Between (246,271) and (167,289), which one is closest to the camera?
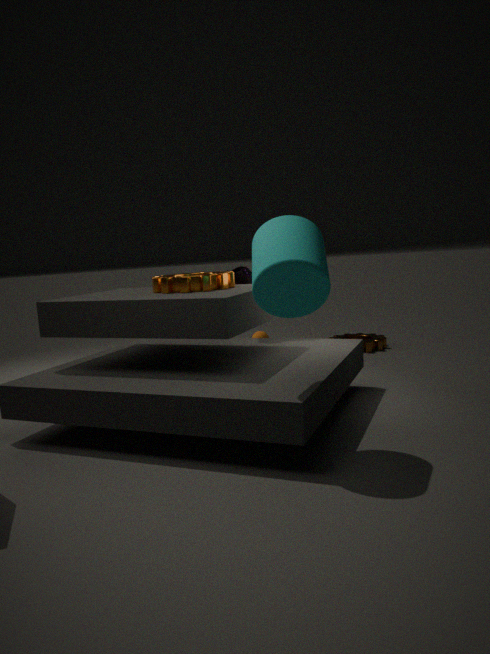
(167,289)
